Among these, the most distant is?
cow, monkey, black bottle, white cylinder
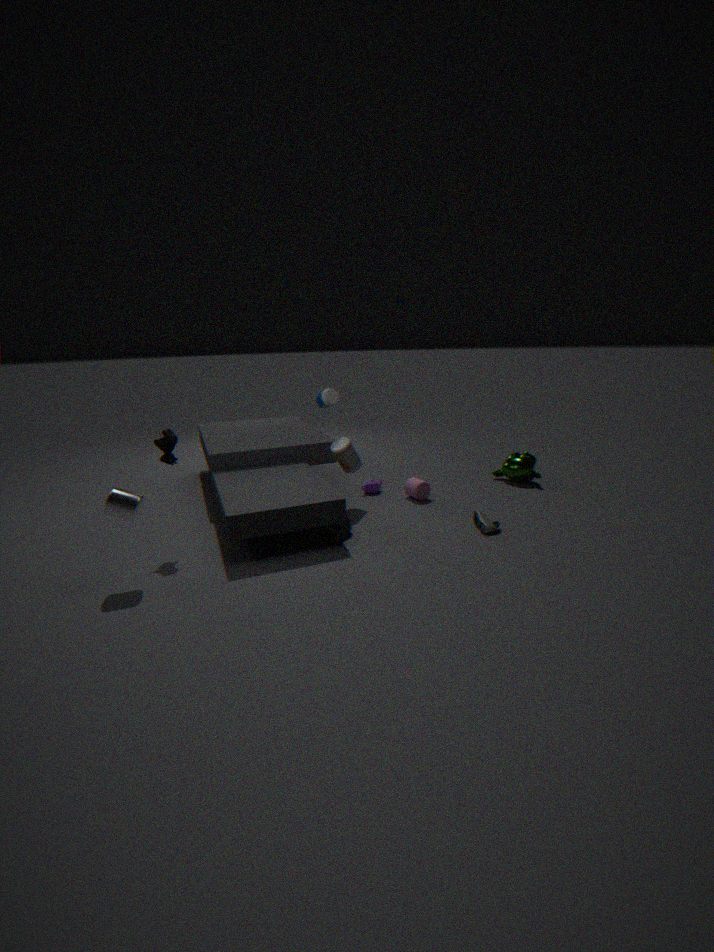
monkey
